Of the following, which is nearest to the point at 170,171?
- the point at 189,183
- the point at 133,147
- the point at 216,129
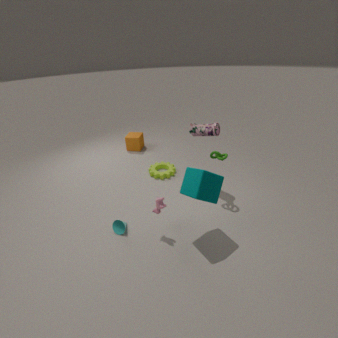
the point at 216,129
